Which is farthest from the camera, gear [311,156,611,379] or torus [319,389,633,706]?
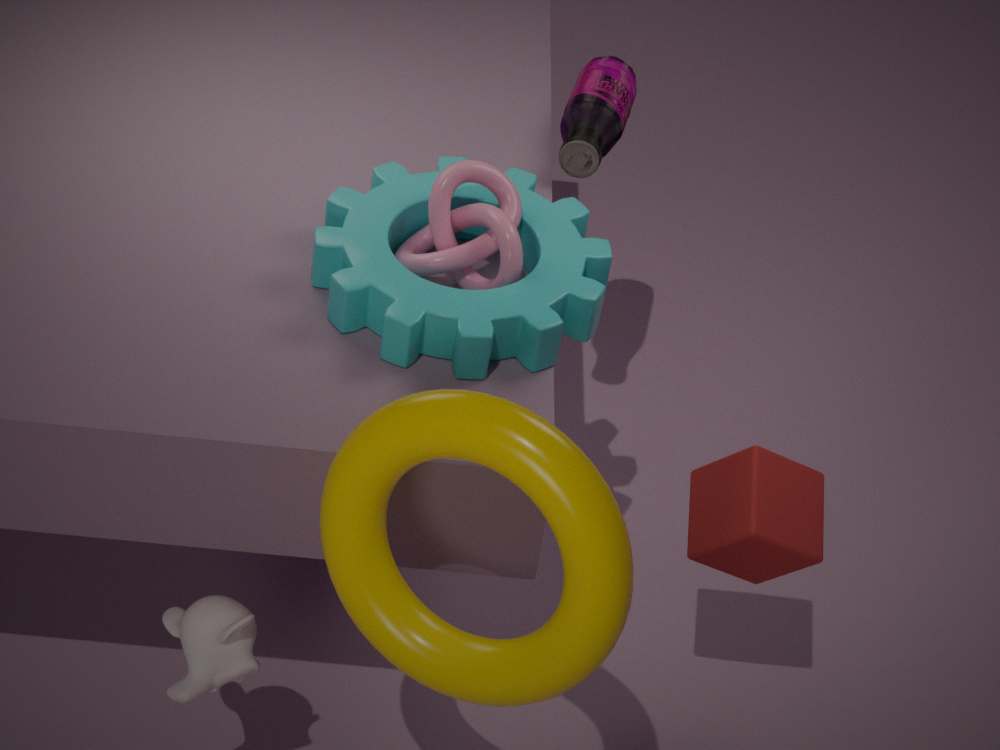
gear [311,156,611,379]
